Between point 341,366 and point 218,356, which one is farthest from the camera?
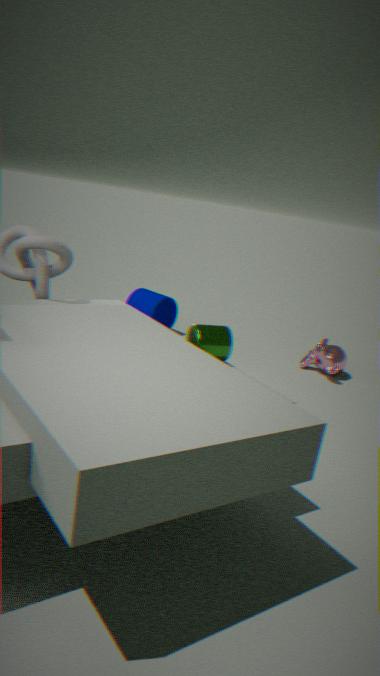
point 341,366
